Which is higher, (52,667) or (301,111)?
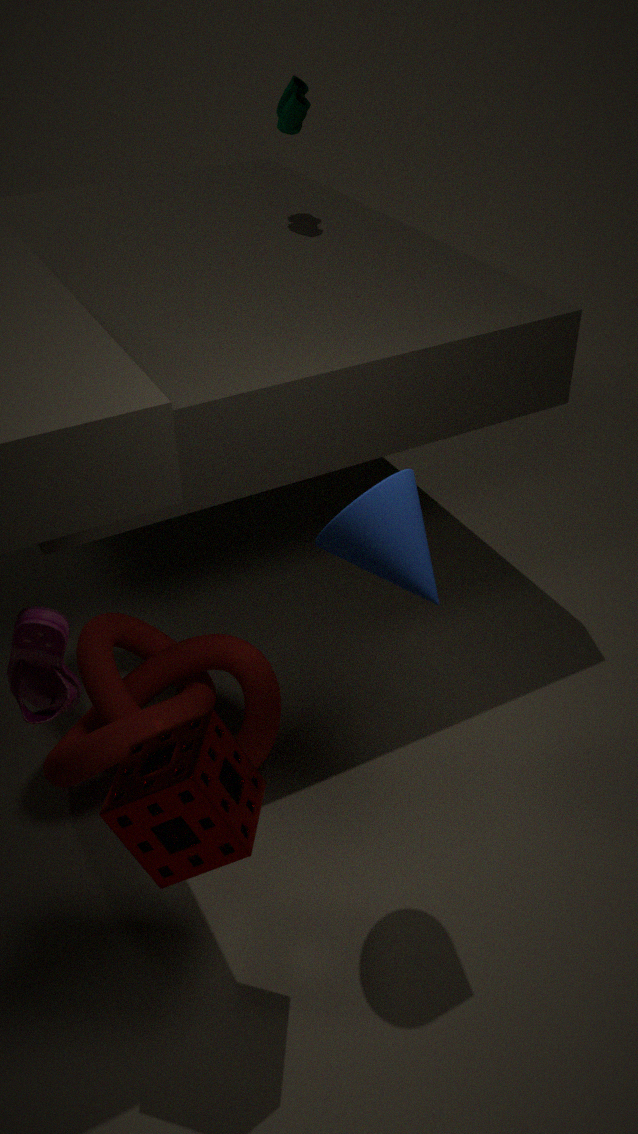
(301,111)
